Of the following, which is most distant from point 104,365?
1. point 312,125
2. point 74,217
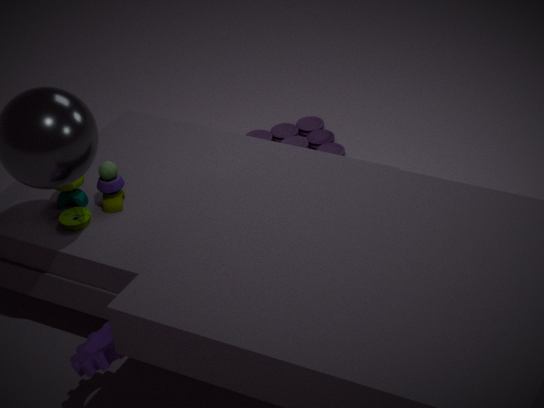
point 312,125
